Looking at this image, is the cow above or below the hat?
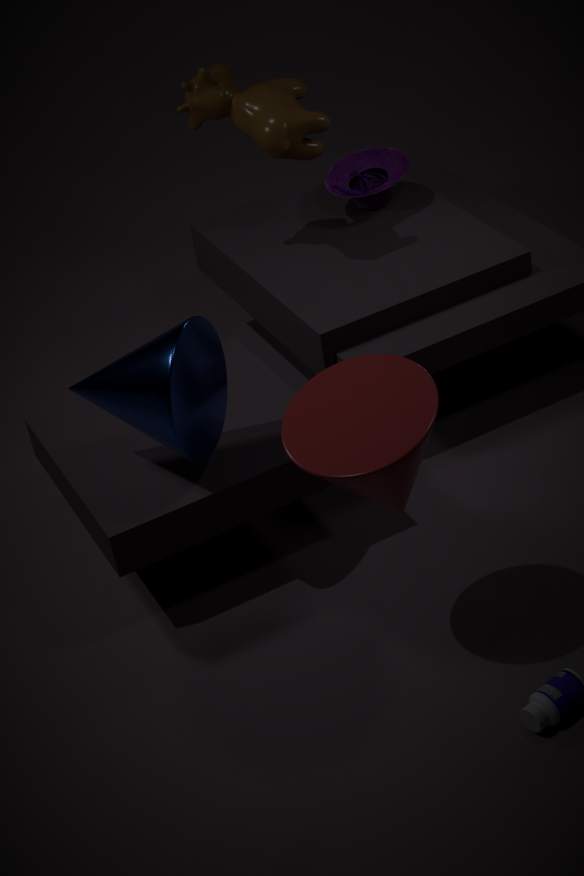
above
